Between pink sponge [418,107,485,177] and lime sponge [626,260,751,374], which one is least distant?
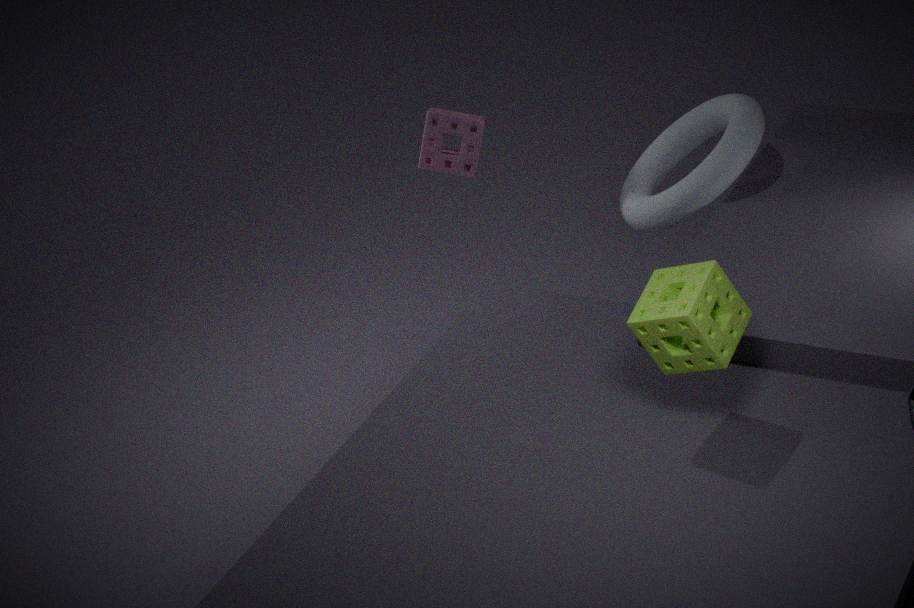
lime sponge [626,260,751,374]
